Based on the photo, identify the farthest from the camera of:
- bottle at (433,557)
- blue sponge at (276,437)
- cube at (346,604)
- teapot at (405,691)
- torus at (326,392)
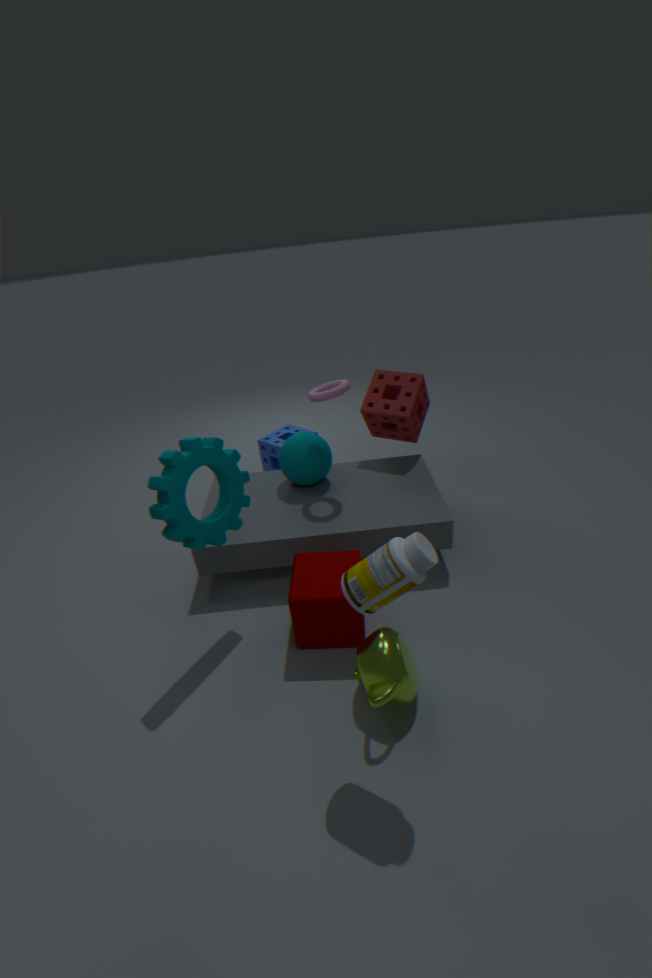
blue sponge at (276,437)
